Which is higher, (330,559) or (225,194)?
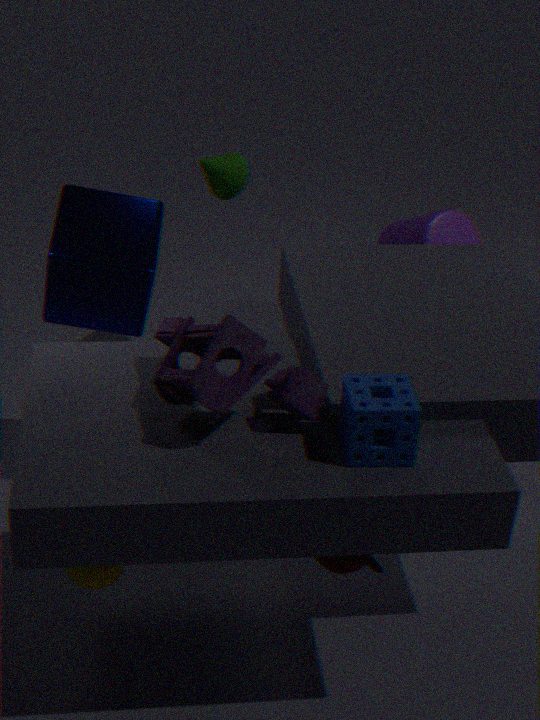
(225,194)
